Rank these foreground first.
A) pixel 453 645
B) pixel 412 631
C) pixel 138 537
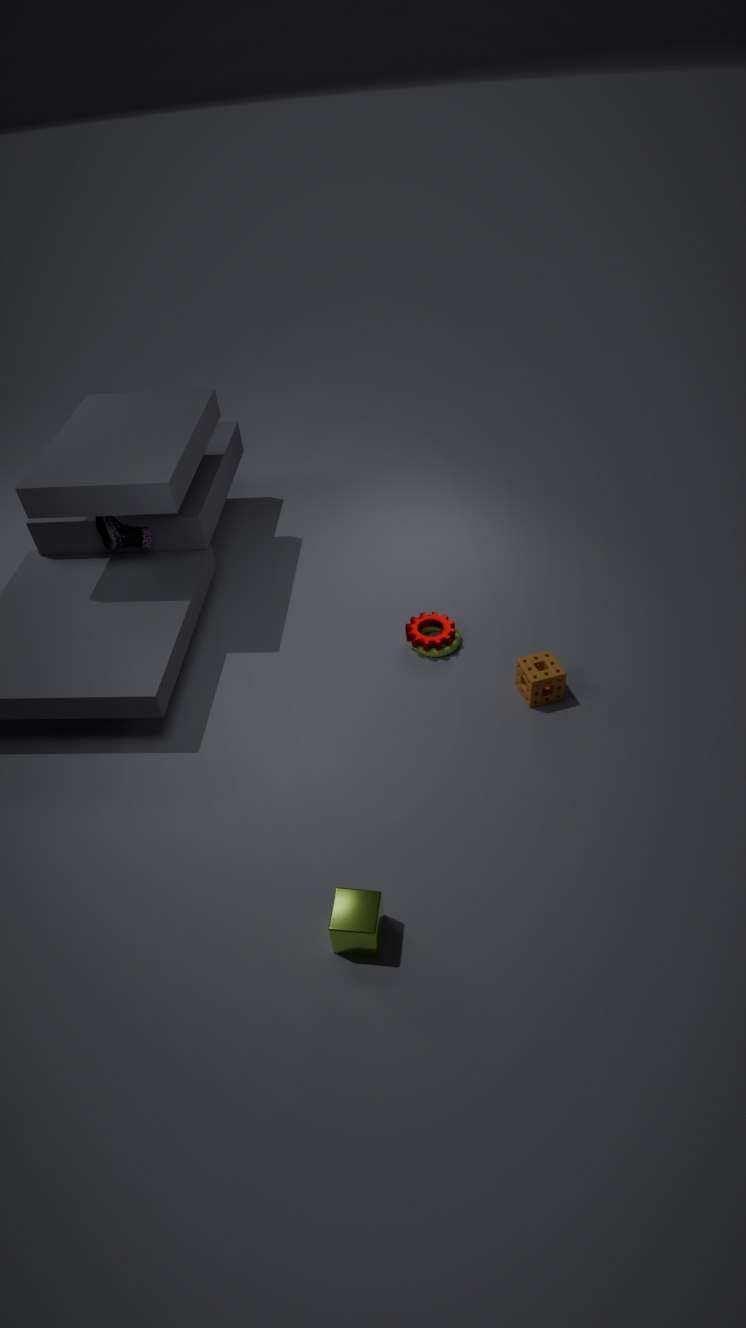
pixel 453 645, pixel 412 631, pixel 138 537
